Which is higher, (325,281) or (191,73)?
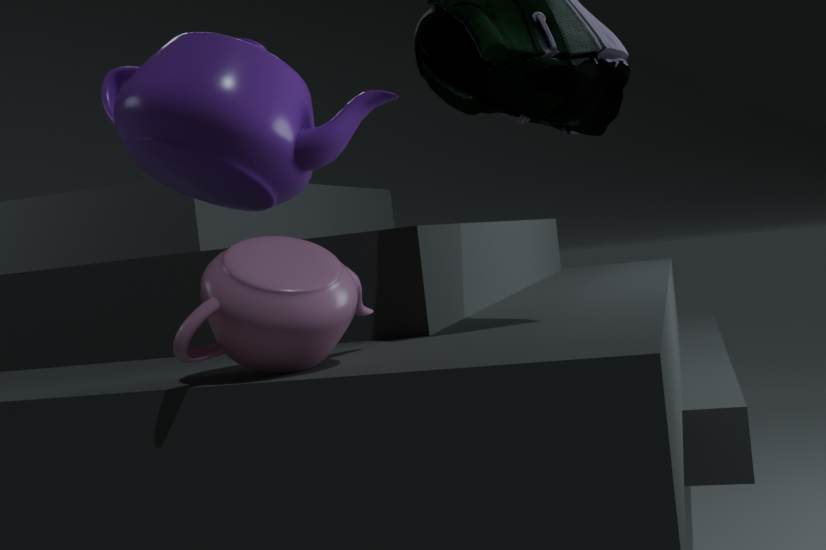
(191,73)
